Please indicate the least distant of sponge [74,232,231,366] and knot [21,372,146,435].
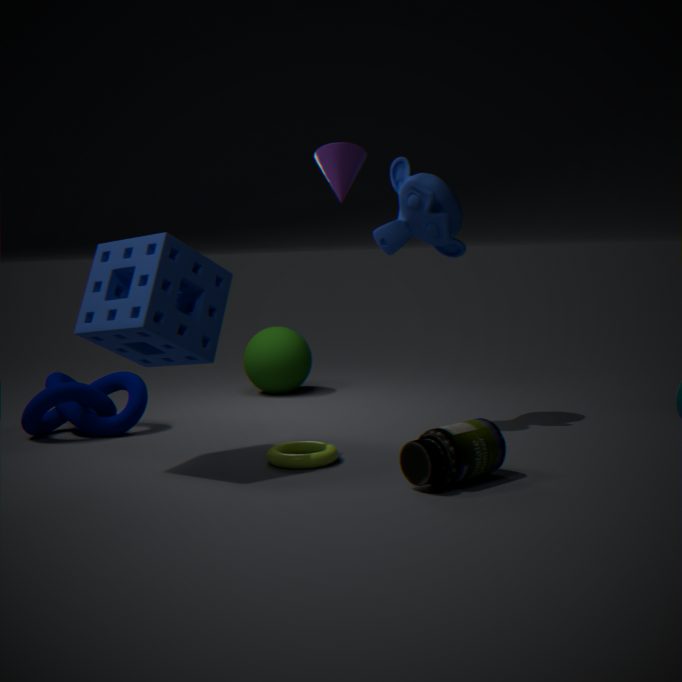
sponge [74,232,231,366]
